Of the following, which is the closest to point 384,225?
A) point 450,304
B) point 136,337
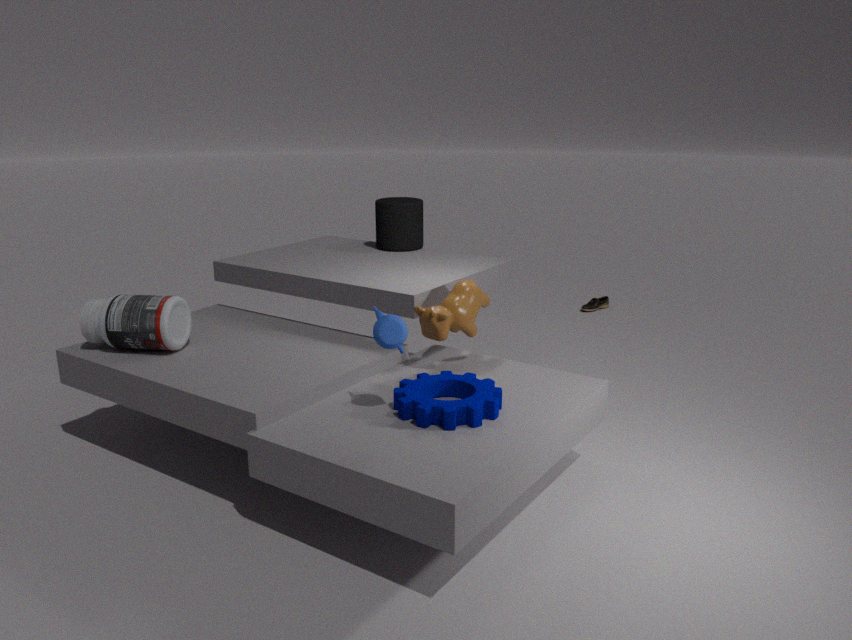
point 450,304
